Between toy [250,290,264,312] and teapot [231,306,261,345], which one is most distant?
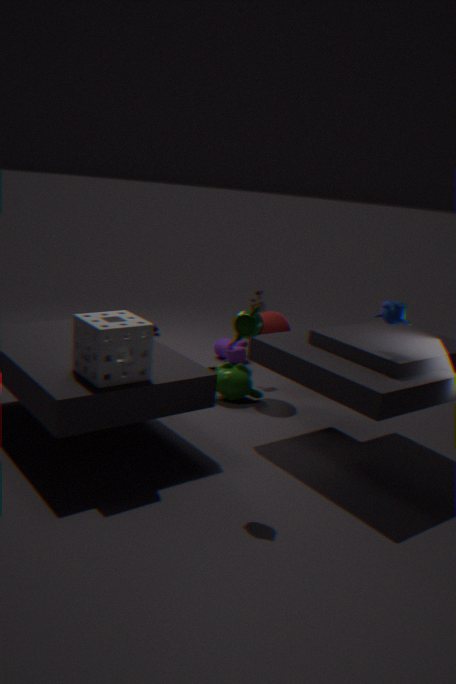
toy [250,290,264,312]
